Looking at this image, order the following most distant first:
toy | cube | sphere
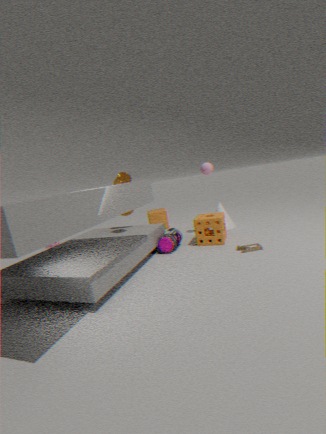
cube
sphere
toy
